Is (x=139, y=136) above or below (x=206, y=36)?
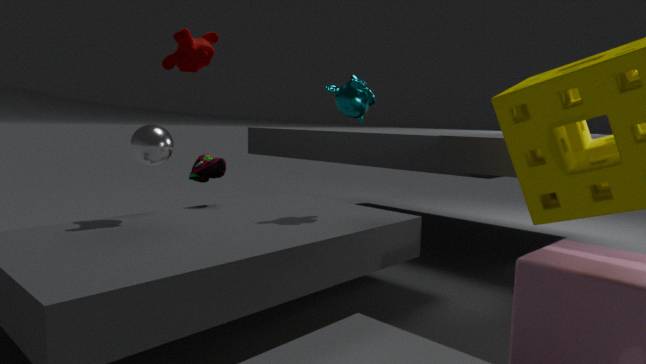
below
